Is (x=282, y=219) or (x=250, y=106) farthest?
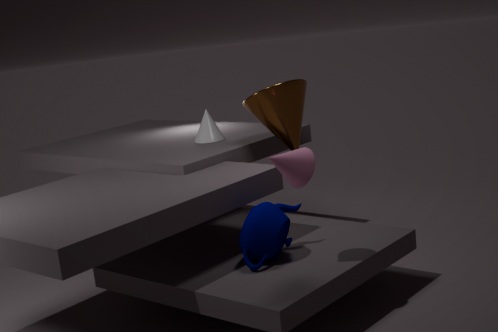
(x=250, y=106)
